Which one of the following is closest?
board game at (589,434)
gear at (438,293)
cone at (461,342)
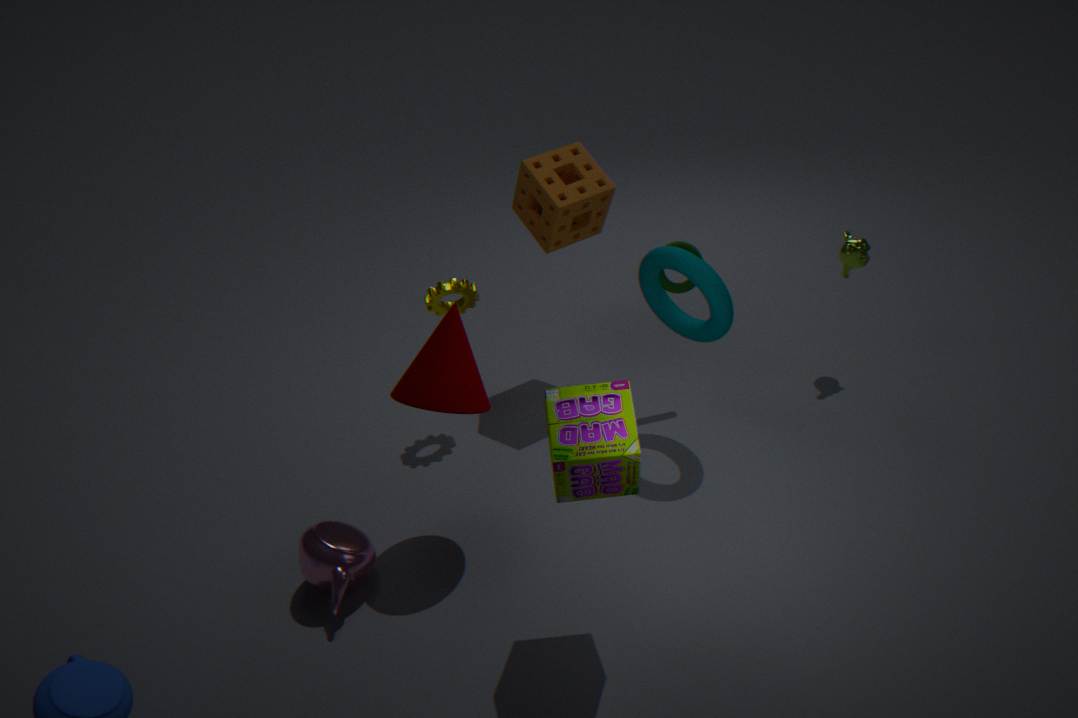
board game at (589,434)
